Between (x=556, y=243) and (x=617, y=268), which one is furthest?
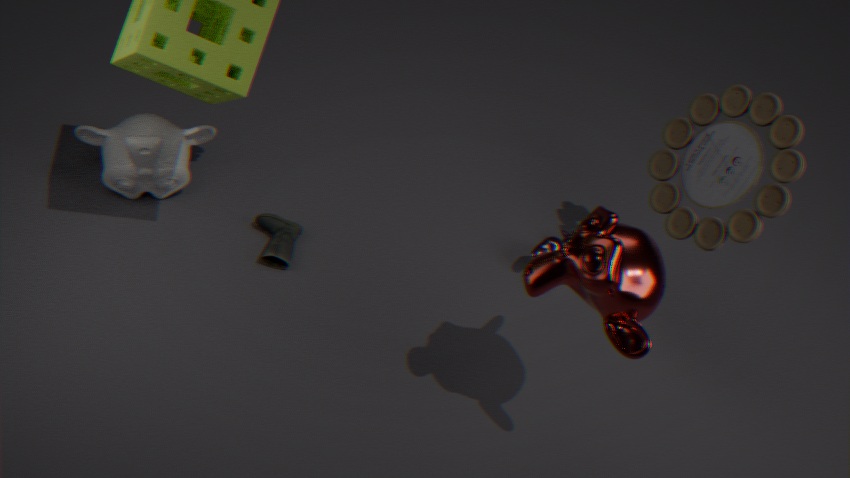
(x=556, y=243)
